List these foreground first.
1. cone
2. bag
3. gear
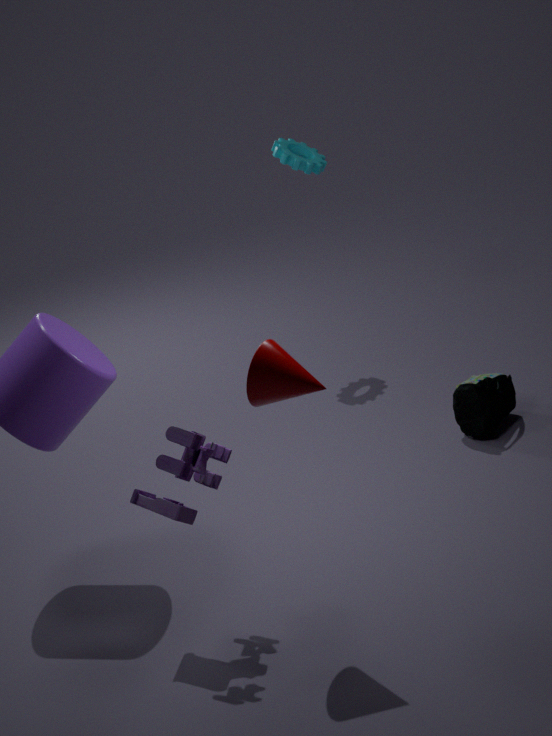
cone
bag
gear
